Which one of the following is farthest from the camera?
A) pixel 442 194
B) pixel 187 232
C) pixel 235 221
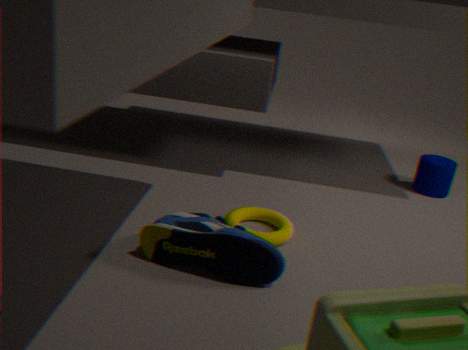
pixel 442 194
